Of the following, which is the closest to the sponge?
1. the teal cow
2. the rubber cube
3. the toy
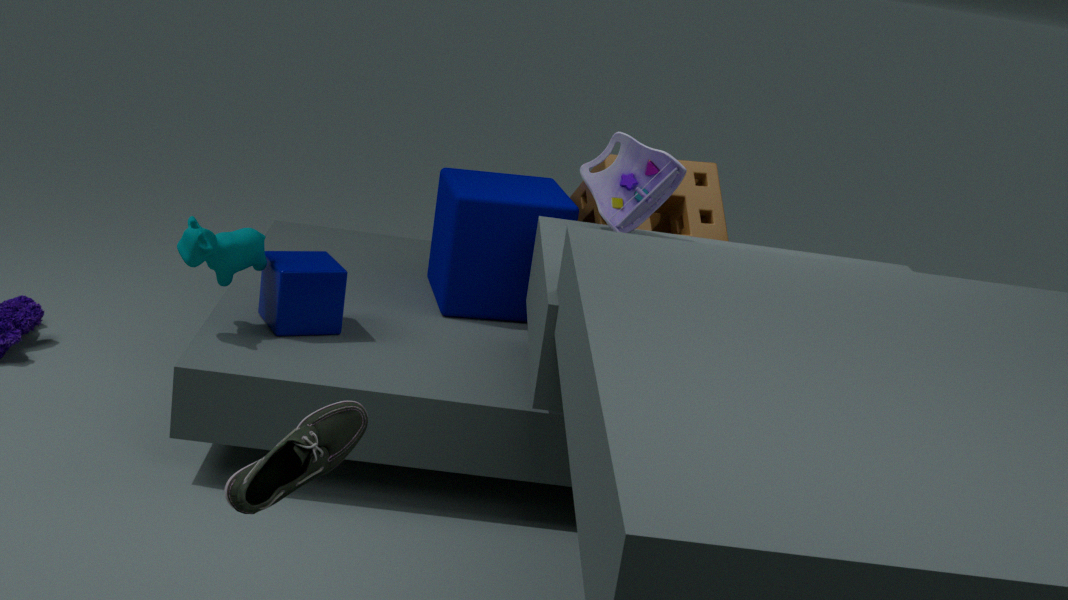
the rubber cube
